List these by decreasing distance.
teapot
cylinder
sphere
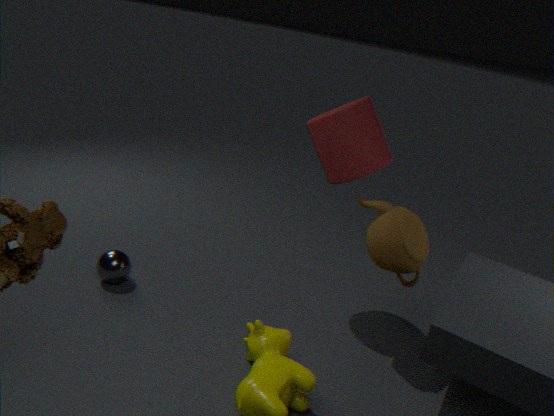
sphere → cylinder → teapot
